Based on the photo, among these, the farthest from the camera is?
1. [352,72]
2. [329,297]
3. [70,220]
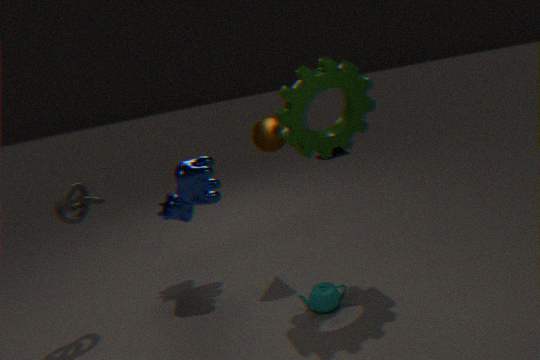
[70,220]
